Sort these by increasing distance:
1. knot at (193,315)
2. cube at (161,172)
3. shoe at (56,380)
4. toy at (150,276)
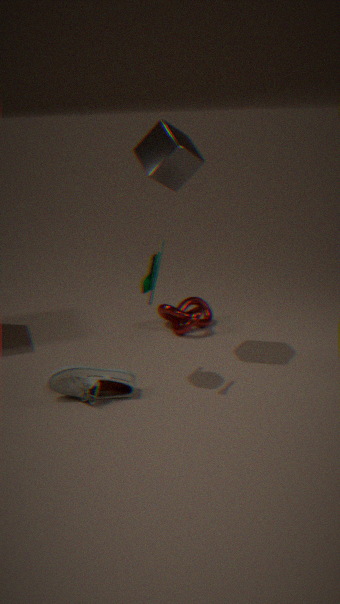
shoe at (56,380)
toy at (150,276)
cube at (161,172)
knot at (193,315)
